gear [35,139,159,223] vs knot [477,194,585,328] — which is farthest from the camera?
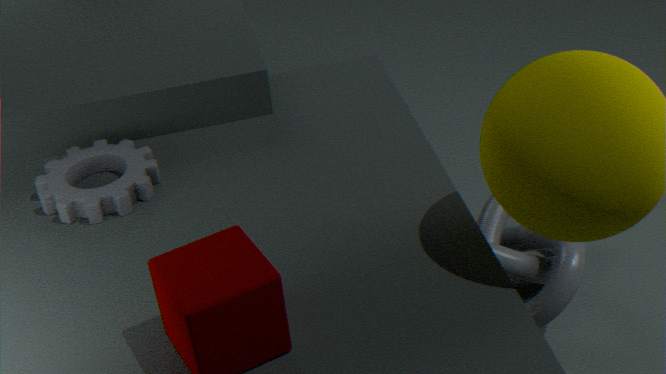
knot [477,194,585,328]
